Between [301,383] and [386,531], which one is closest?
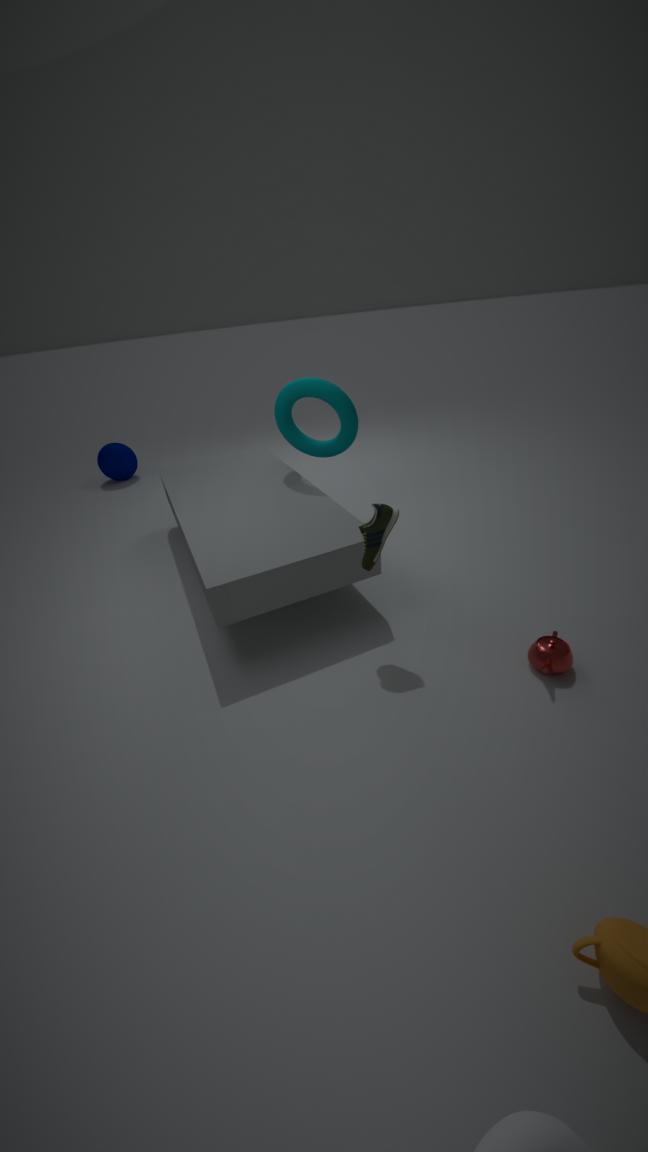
[386,531]
